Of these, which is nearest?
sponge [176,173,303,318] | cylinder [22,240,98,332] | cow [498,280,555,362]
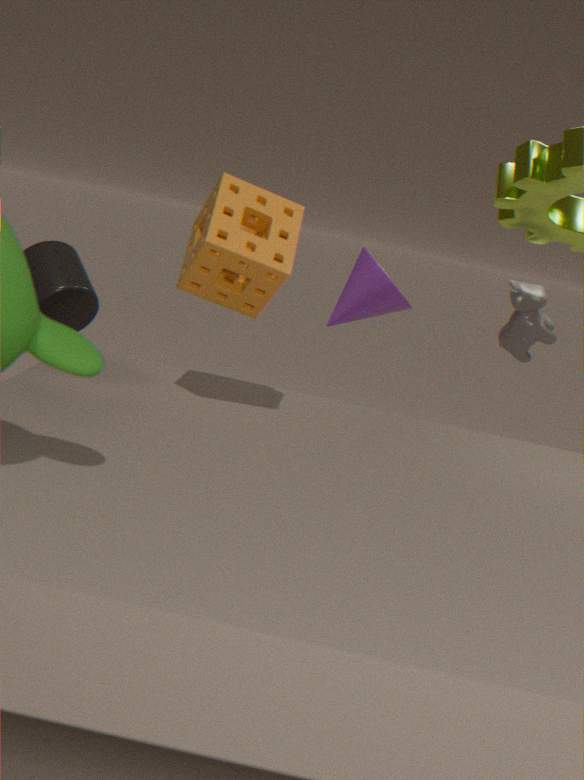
sponge [176,173,303,318]
